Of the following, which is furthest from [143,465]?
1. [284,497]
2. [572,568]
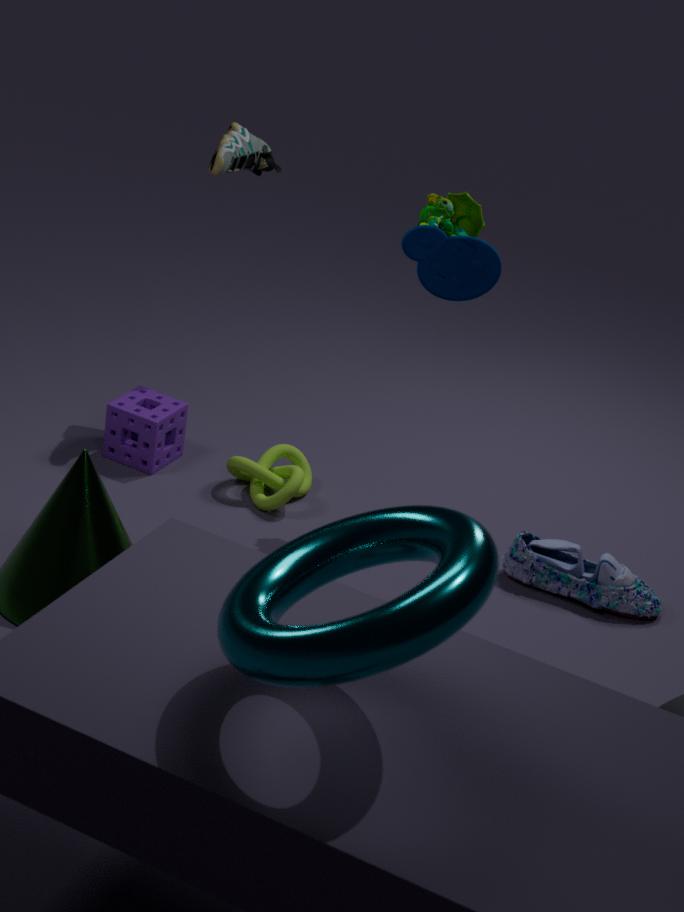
[572,568]
